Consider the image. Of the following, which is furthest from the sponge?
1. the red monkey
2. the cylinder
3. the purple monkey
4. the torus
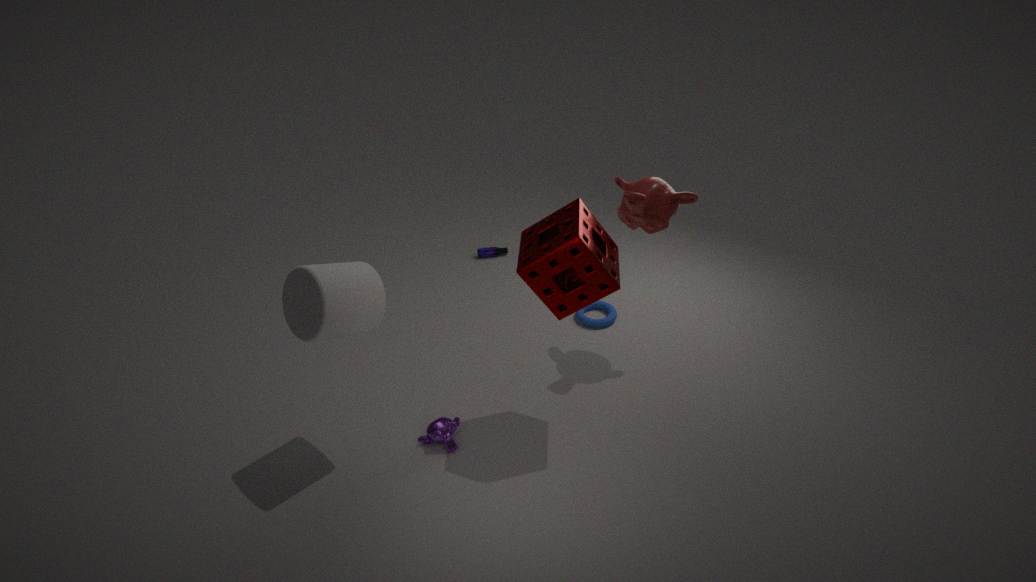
the torus
